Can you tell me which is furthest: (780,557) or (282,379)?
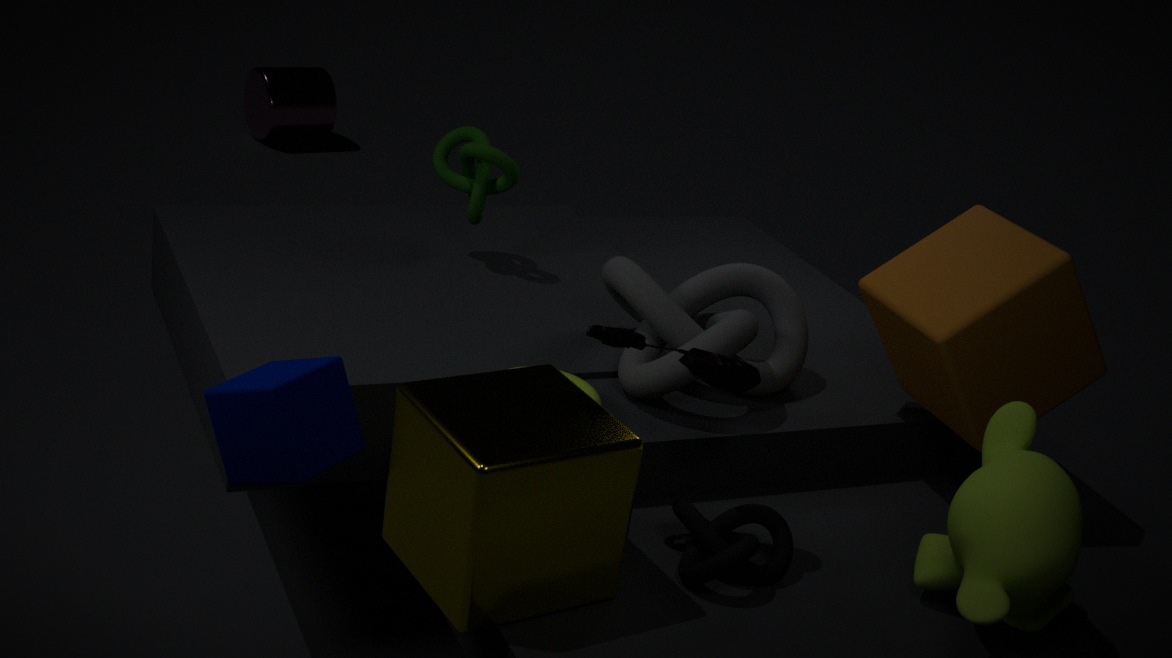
(780,557)
